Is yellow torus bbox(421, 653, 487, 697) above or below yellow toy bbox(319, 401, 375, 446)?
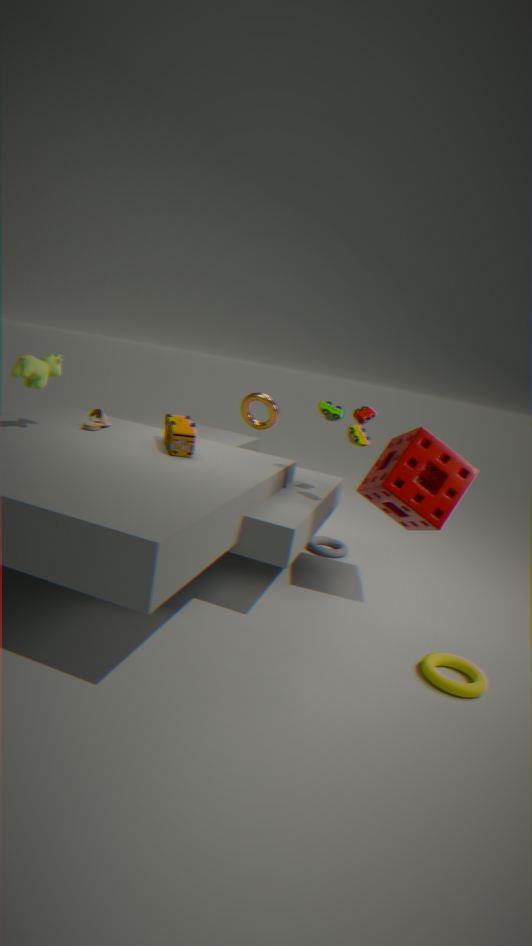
below
